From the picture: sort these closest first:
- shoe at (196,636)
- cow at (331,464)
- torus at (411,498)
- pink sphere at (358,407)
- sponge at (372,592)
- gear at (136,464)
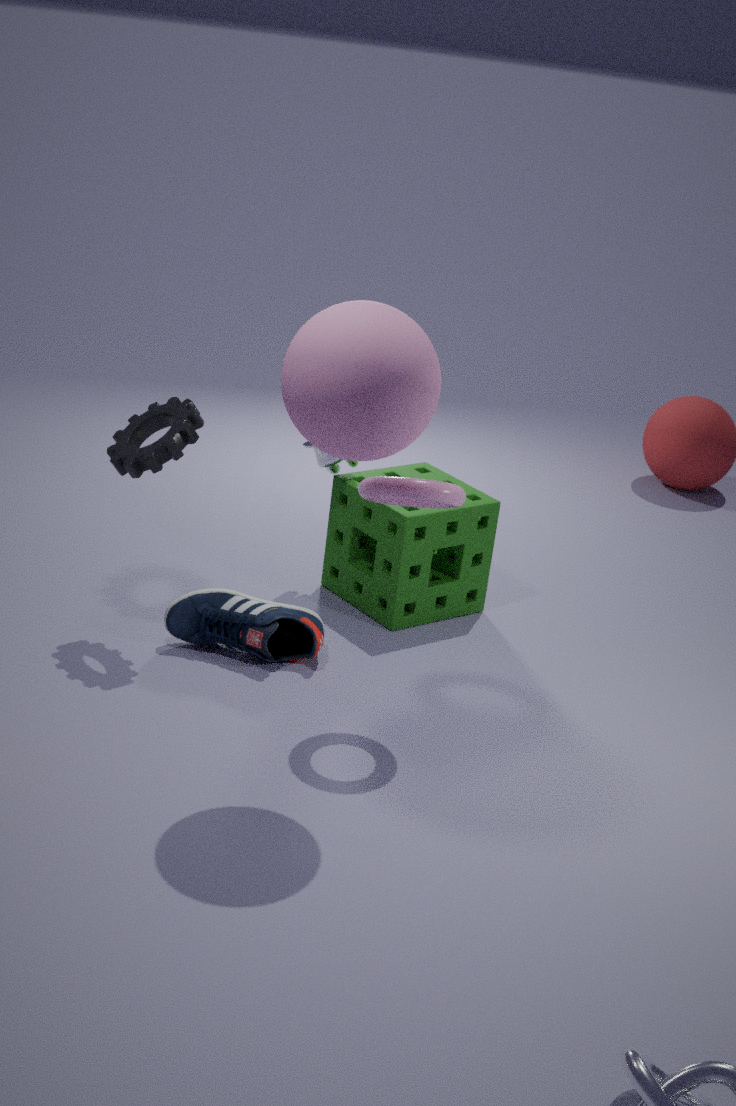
pink sphere at (358,407) → torus at (411,498) → gear at (136,464) → shoe at (196,636) → sponge at (372,592) → cow at (331,464)
